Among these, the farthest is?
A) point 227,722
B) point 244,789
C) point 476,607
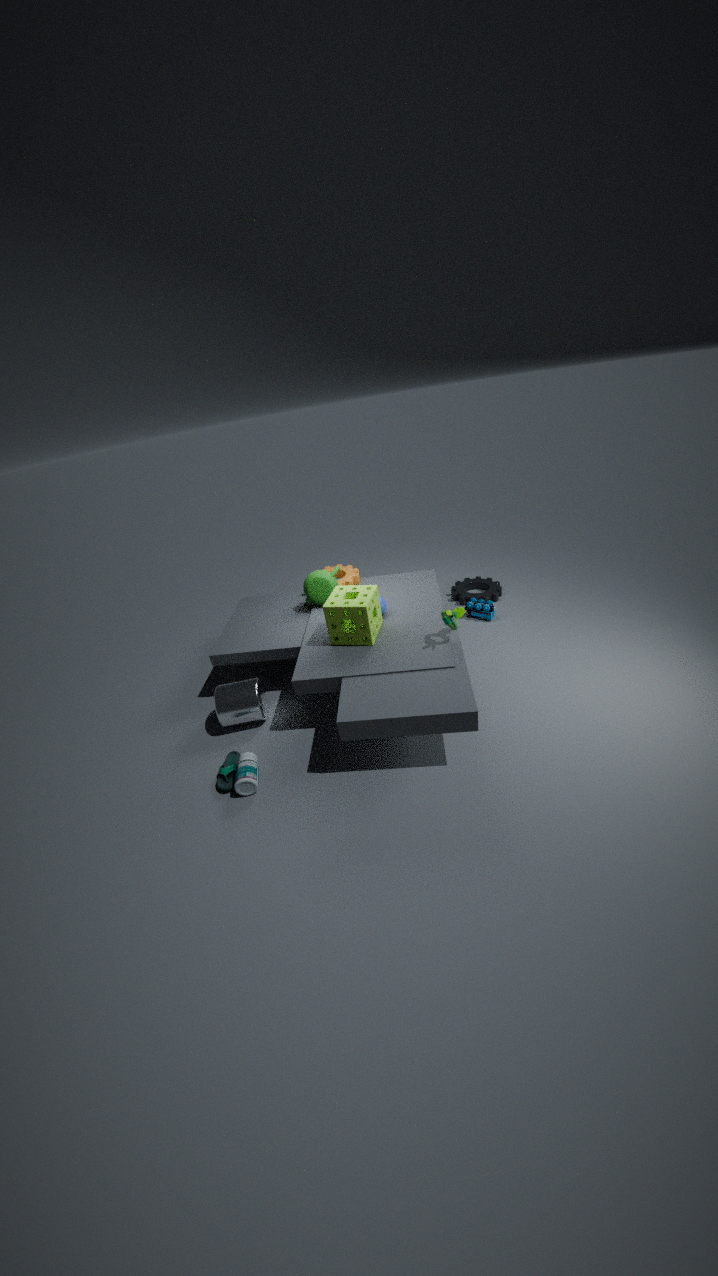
point 476,607
